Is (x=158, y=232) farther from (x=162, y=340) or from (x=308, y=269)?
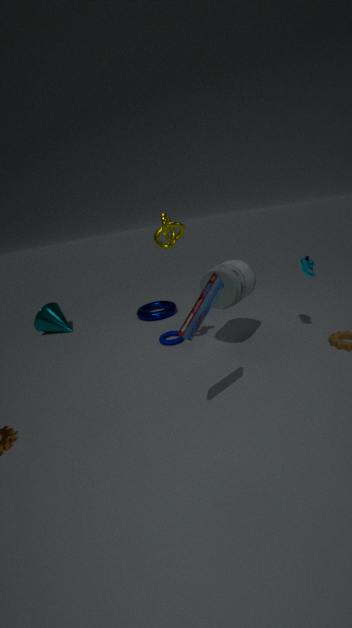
(x=308, y=269)
